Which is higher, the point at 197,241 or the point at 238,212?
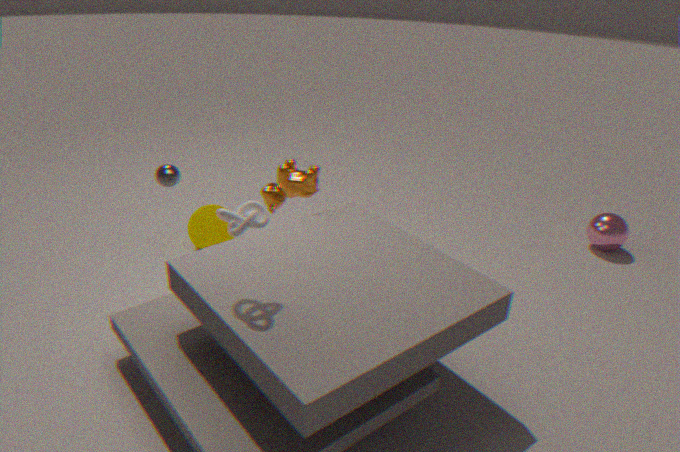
the point at 238,212
